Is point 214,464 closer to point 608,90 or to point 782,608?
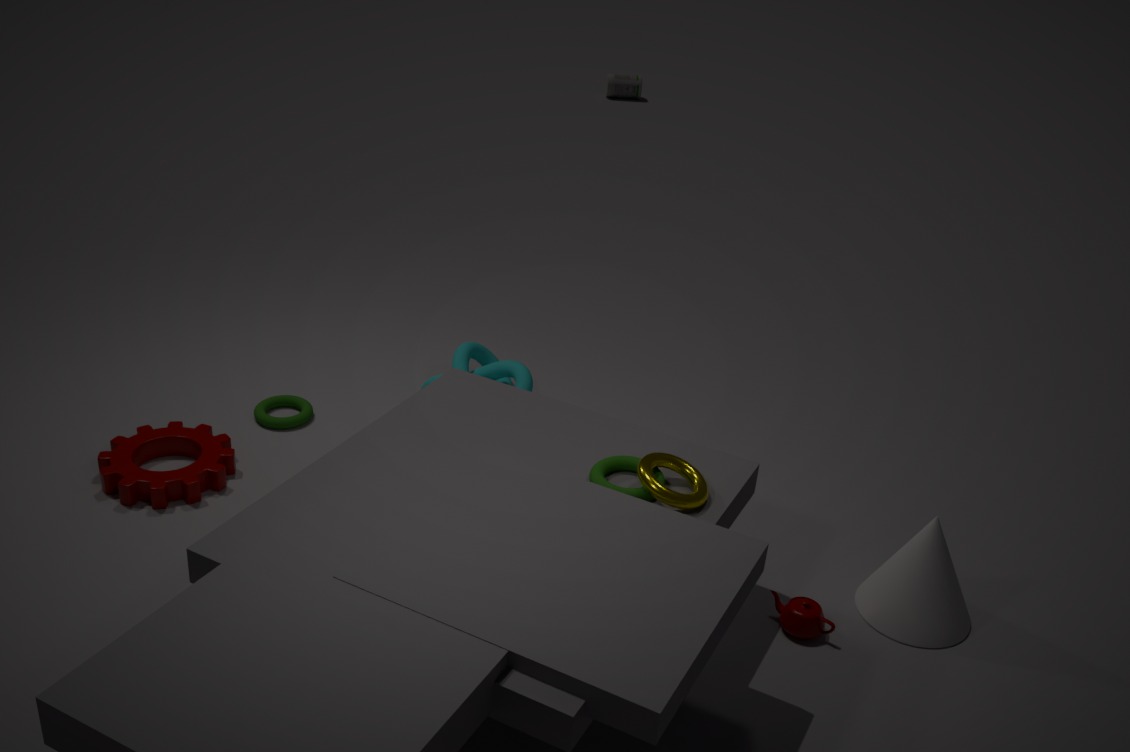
point 782,608
